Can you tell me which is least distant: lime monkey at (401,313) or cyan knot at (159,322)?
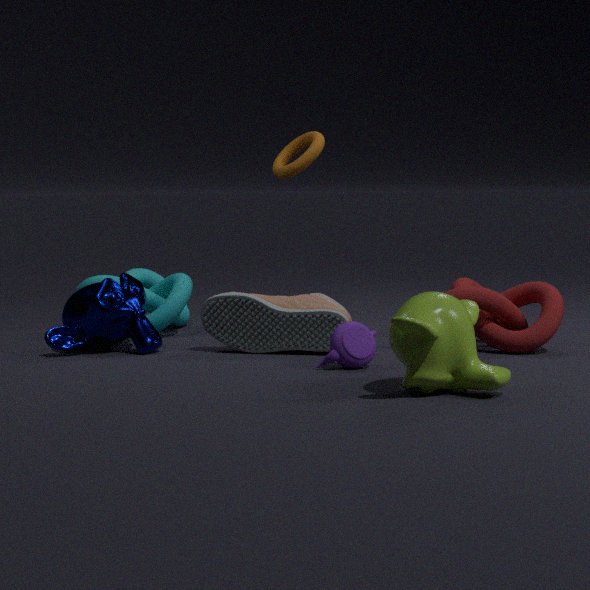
lime monkey at (401,313)
